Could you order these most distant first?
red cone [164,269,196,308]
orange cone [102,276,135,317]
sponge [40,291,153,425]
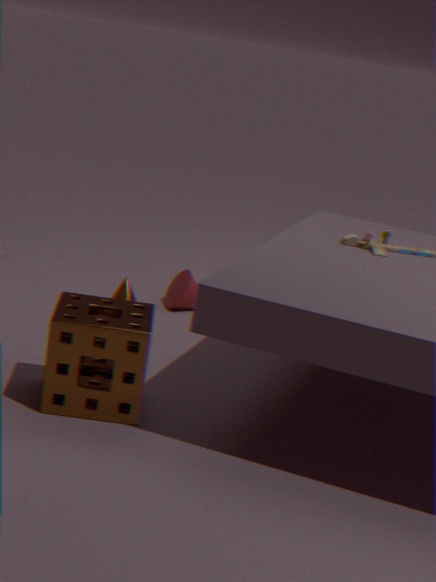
red cone [164,269,196,308] < orange cone [102,276,135,317] < sponge [40,291,153,425]
